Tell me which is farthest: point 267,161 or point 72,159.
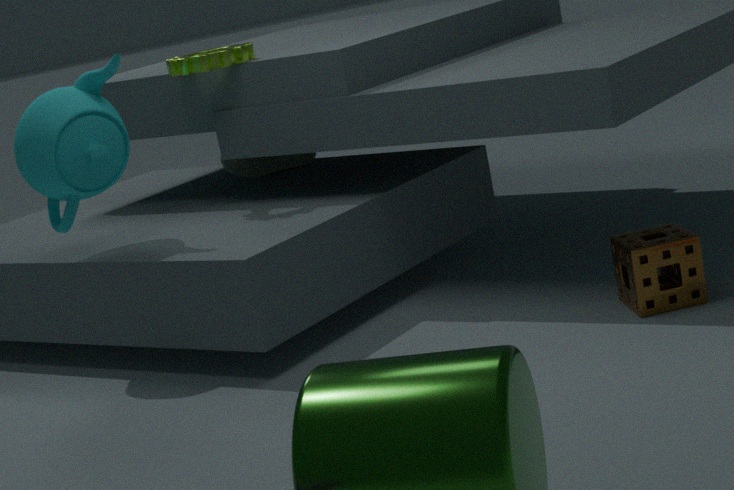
point 267,161
